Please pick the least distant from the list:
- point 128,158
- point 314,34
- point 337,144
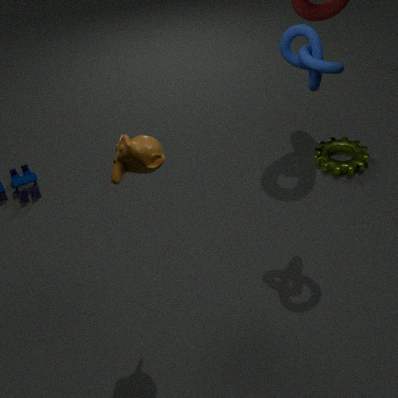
point 128,158
